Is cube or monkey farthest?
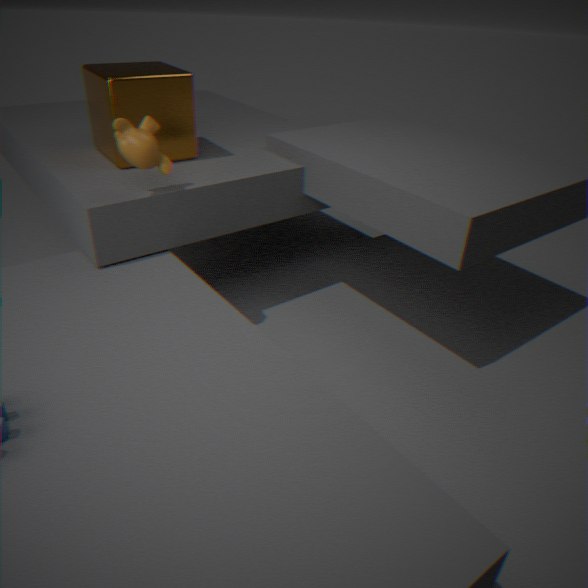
cube
